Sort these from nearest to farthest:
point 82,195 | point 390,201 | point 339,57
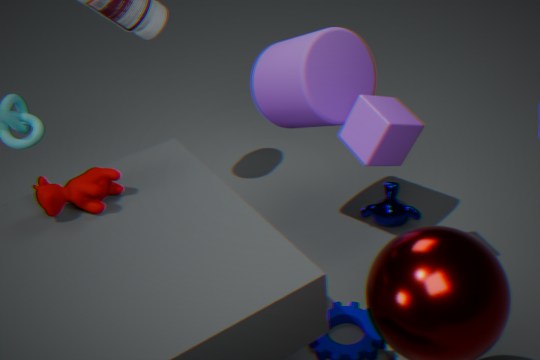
point 82,195, point 339,57, point 390,201
